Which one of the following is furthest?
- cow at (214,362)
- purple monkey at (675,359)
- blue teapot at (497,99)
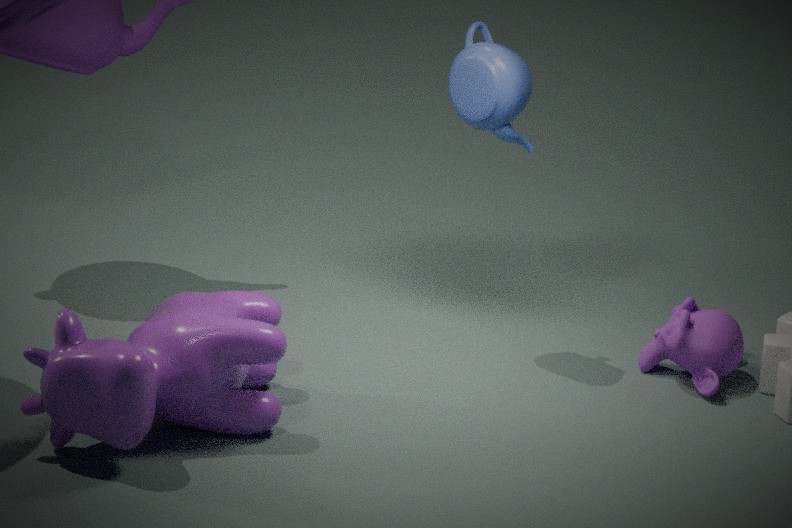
blue teapot at (497,99)
